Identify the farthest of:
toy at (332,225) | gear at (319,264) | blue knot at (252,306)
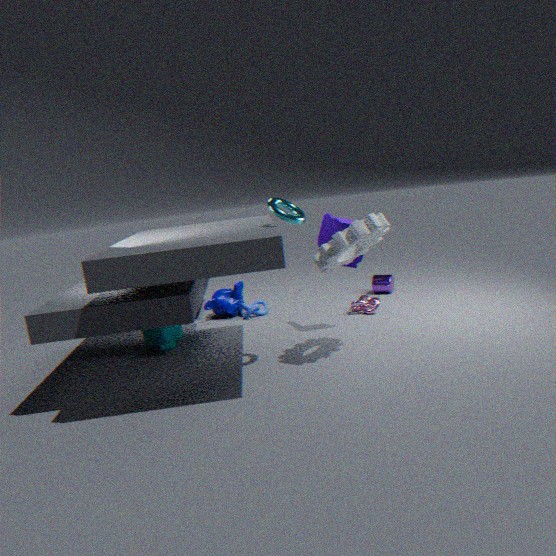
blue knot at (252,306)
